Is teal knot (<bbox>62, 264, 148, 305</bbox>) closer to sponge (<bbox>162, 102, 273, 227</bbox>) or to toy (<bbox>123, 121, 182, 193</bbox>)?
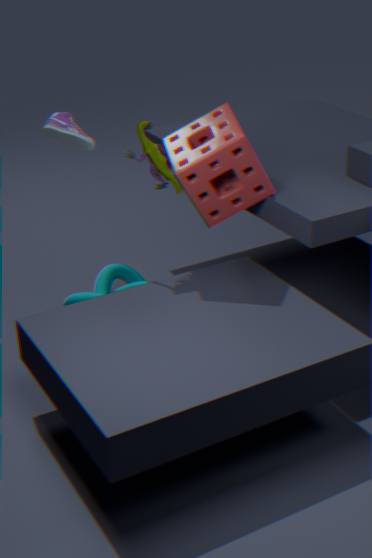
sponge (<bbox>162, 102, 273, 227</bbox>)
